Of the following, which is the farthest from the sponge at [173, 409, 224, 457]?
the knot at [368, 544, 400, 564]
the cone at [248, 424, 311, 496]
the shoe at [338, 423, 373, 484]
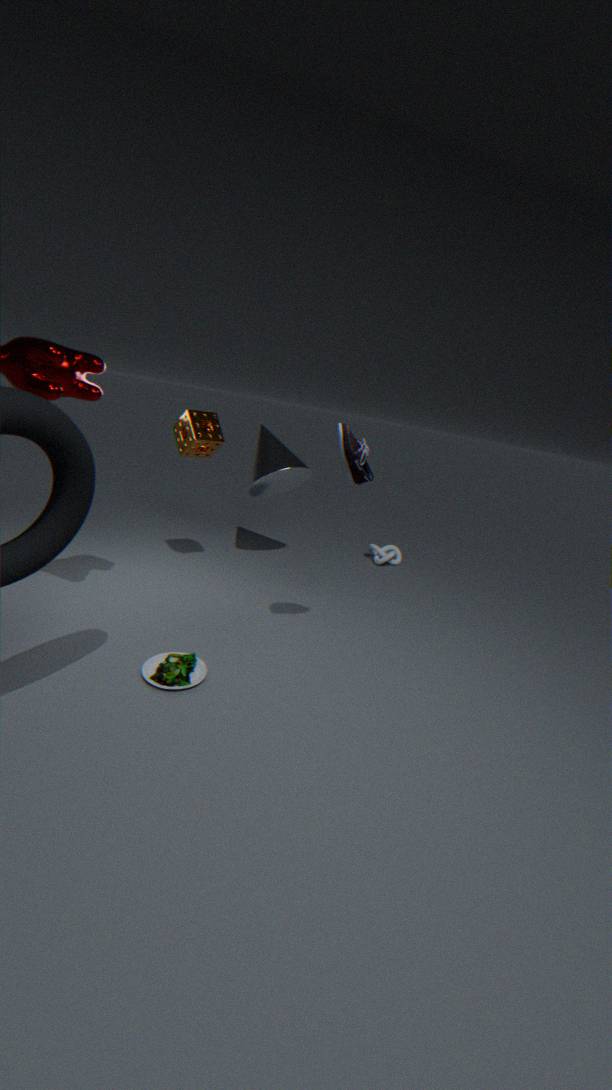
the knot at [368, 544, 400, 564]
